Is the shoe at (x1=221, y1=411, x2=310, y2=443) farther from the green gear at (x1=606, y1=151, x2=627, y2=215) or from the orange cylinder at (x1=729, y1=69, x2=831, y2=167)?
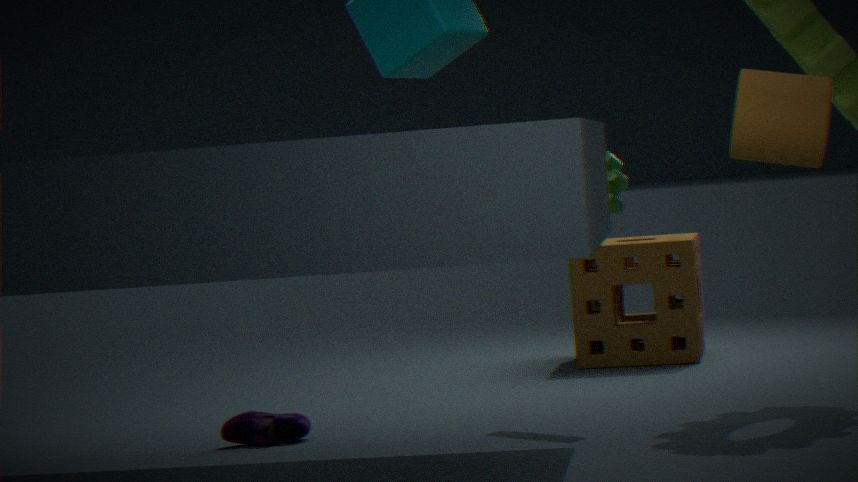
the orange cylinder at (x1=729, y1=69, x2=831, y2=167)
